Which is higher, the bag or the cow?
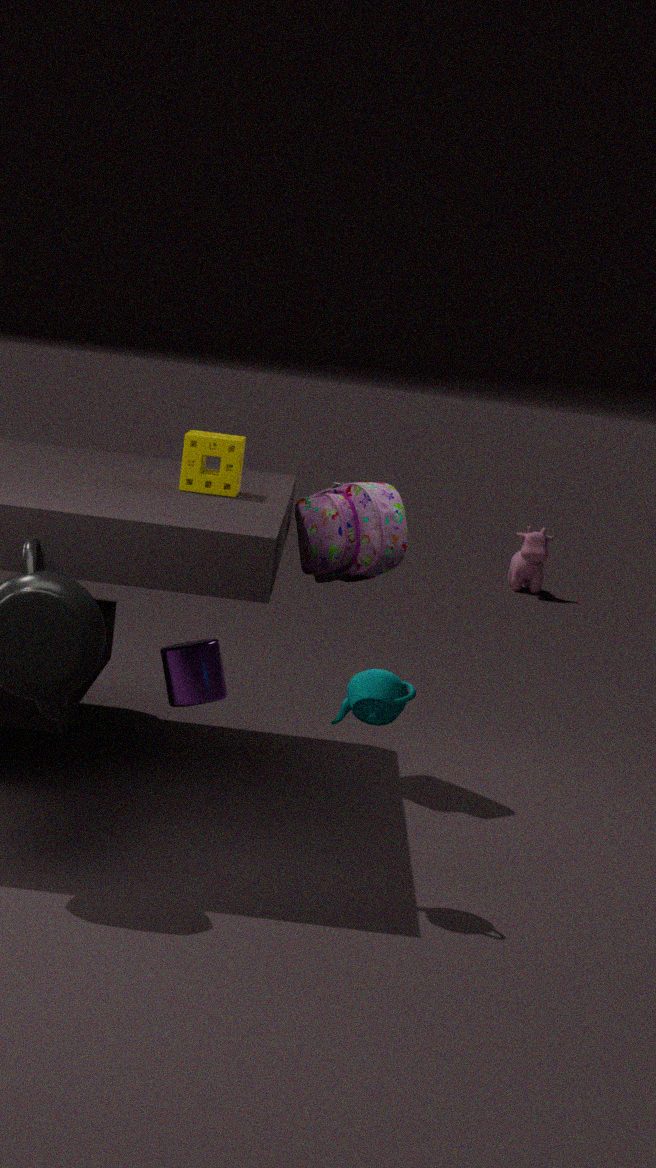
the bag
